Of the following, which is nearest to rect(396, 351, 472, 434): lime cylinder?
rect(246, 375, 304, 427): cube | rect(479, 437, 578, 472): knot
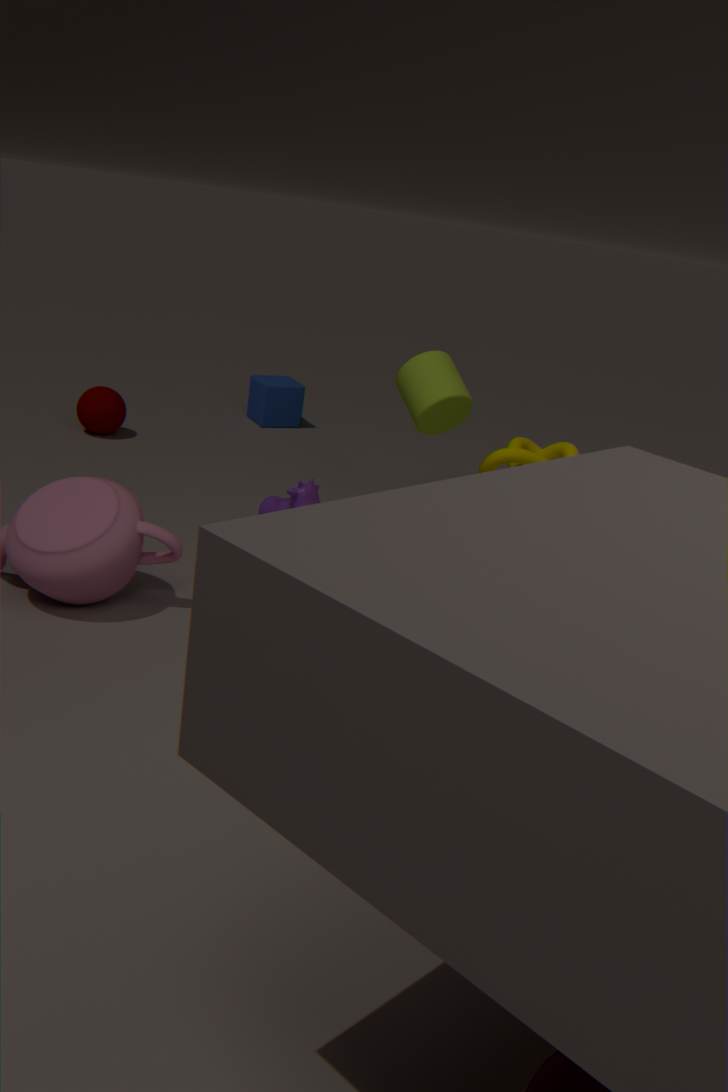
rect(479, 437, 578, 472): knot
